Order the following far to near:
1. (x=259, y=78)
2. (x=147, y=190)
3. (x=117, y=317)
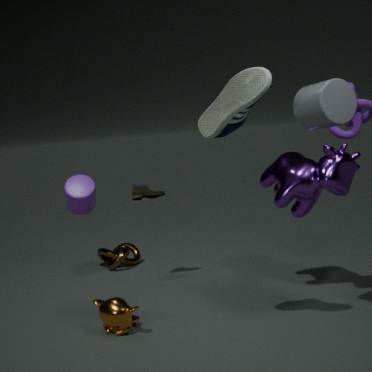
(x=147, y=190)
(x=117, y=317)
(x=259, y=78)
